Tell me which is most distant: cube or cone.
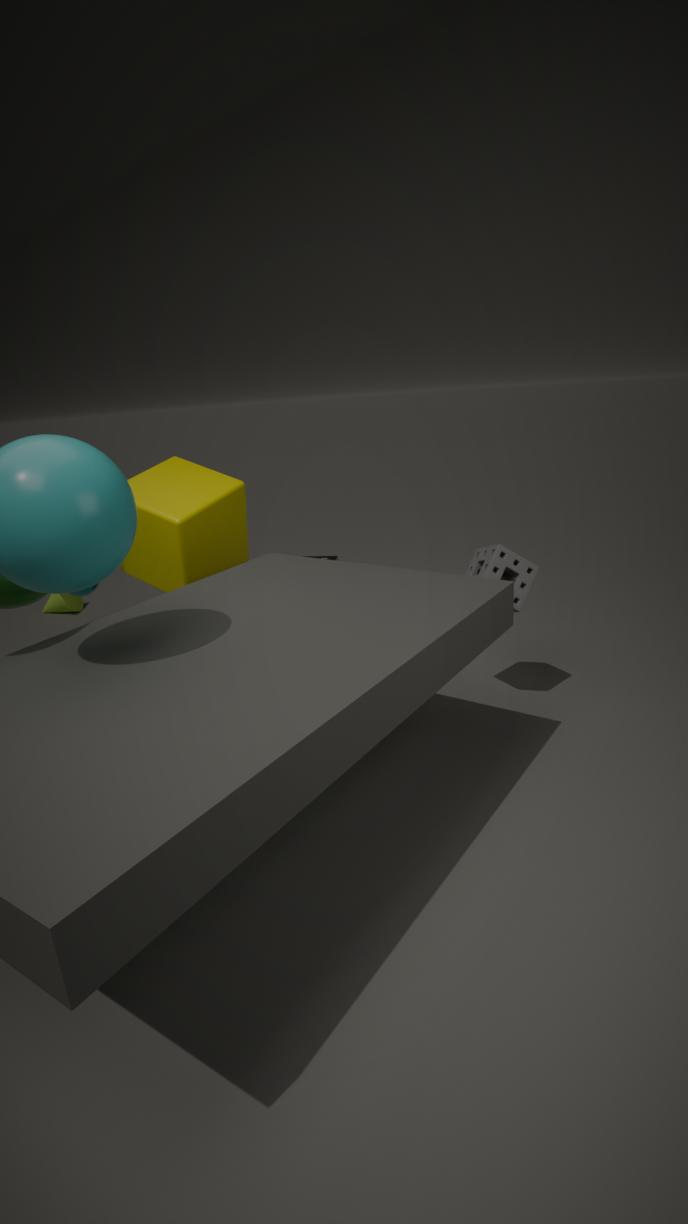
cone
